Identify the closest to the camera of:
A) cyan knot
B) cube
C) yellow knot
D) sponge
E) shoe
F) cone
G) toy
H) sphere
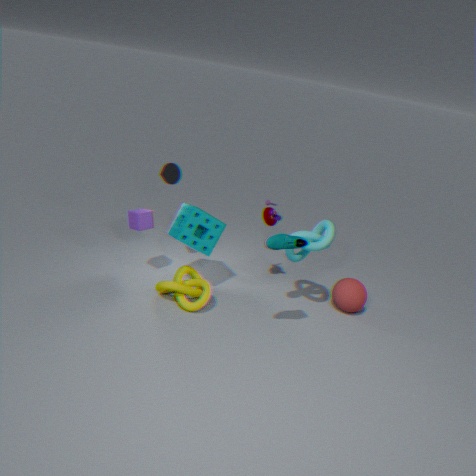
shoe
